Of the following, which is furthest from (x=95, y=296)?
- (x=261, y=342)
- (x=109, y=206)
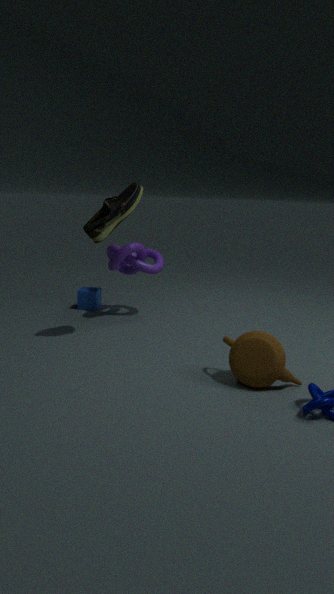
(x=261, y=342)
